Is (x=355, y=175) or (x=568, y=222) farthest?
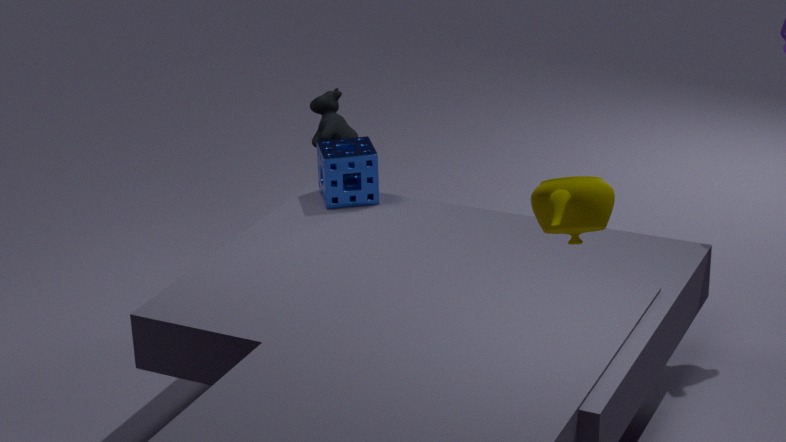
(x=355, y=175)
